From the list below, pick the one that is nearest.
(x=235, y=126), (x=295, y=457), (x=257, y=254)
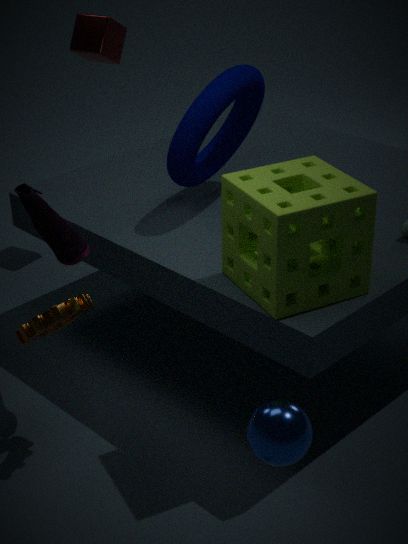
(x=295, y=457)
